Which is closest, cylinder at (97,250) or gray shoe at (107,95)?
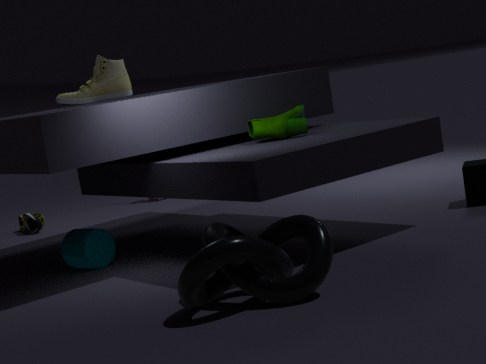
cylinder at (97,250)
